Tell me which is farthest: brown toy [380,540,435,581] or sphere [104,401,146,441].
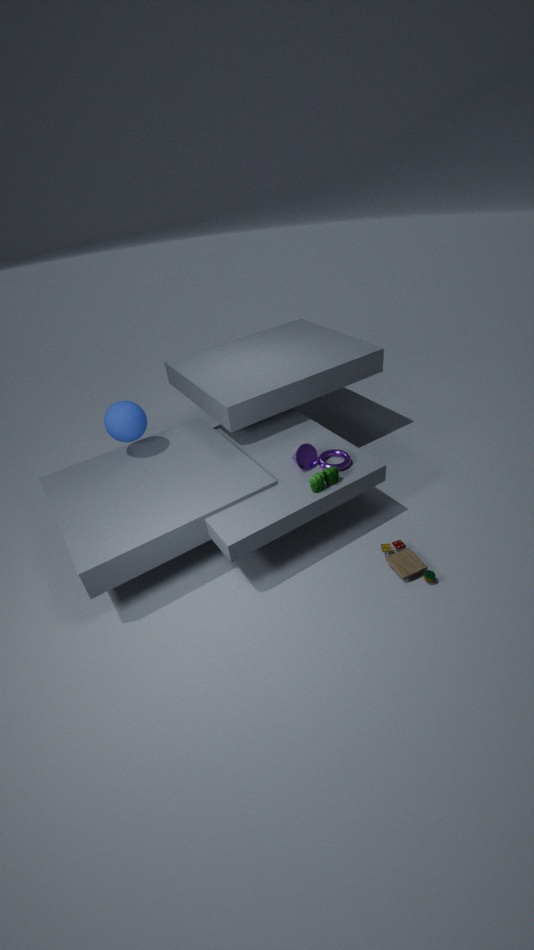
sphere [104,401,146,441]
